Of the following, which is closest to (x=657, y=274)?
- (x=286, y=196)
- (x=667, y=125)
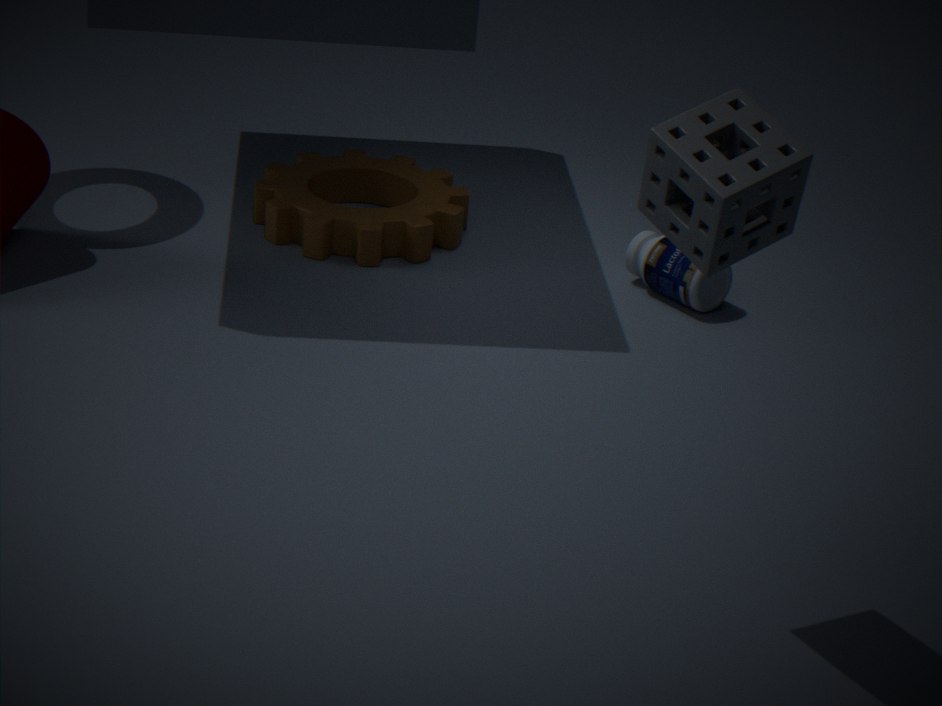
(x=286, y=196)
